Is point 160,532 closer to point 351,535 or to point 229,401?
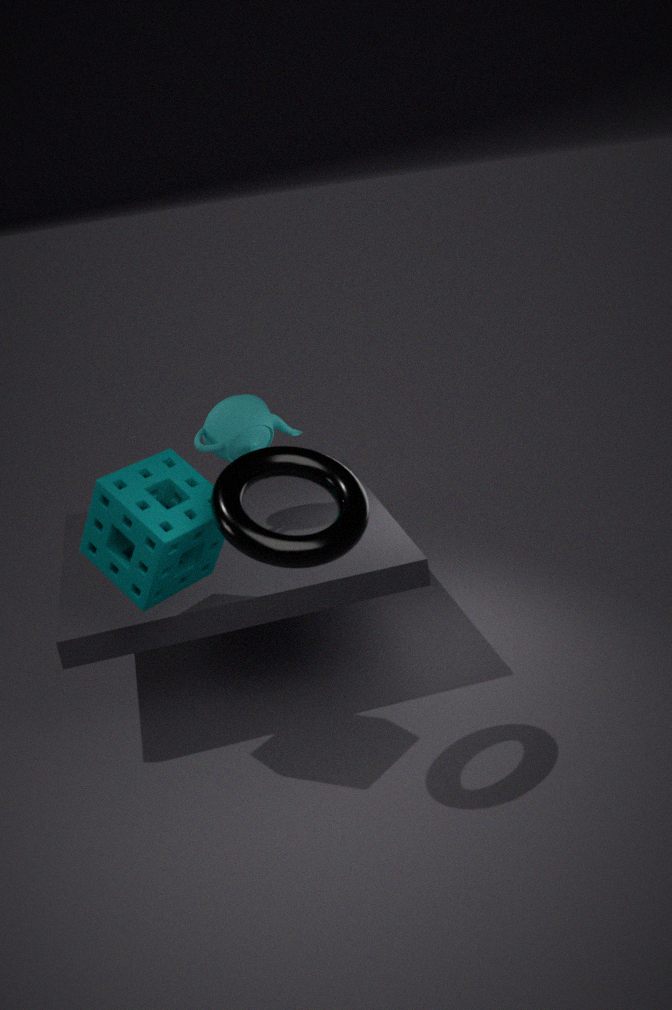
point 351,535
